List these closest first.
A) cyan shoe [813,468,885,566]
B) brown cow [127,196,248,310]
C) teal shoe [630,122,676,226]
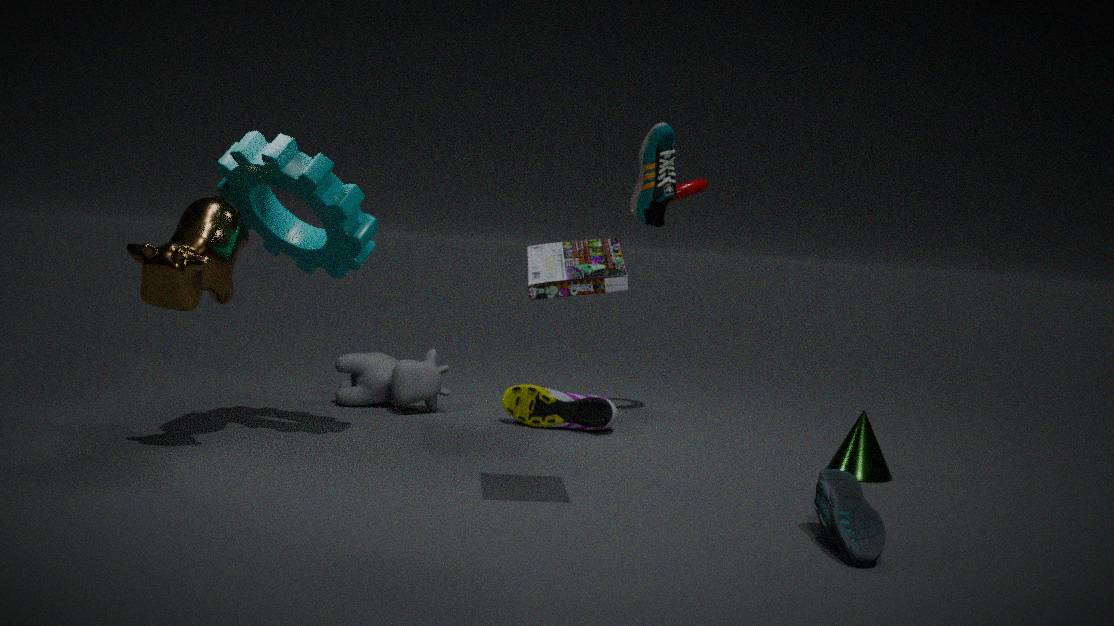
cyan shoe [813,468,885,566] < brown cow [127,196,248,310] < teal shoe [630,122,676,226]
